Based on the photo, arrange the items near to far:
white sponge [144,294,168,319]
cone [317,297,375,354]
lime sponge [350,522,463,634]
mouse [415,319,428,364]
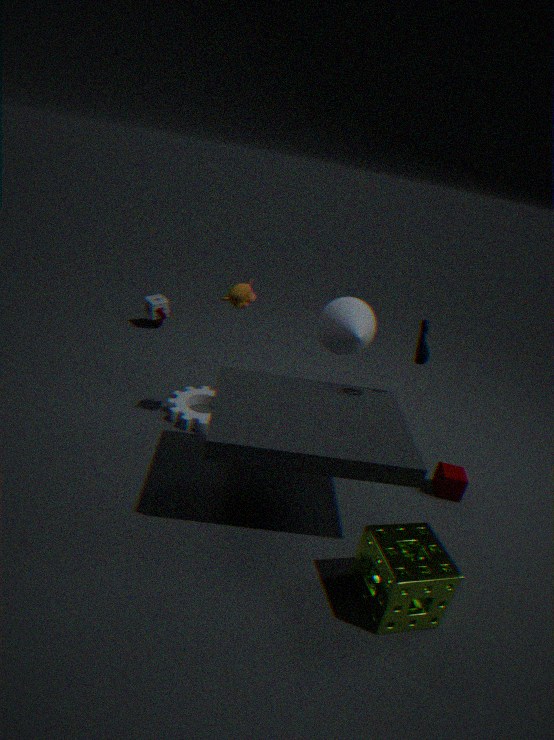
lime sponge [350,522,463,634], mouse [415,319,428,364], cone [317,297,375,354], white sponge [144,294,168,319]
